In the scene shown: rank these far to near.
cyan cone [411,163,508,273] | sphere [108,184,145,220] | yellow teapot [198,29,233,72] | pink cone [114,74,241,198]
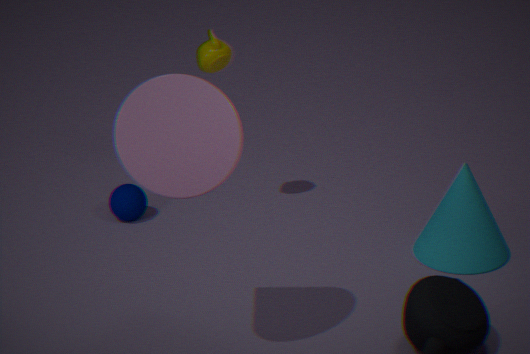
sphere [108,184,145,220] < yellow teapot [198,29,233,72] < cyan cone [411,163,508,273] < pink cone [114,74,241,198]
